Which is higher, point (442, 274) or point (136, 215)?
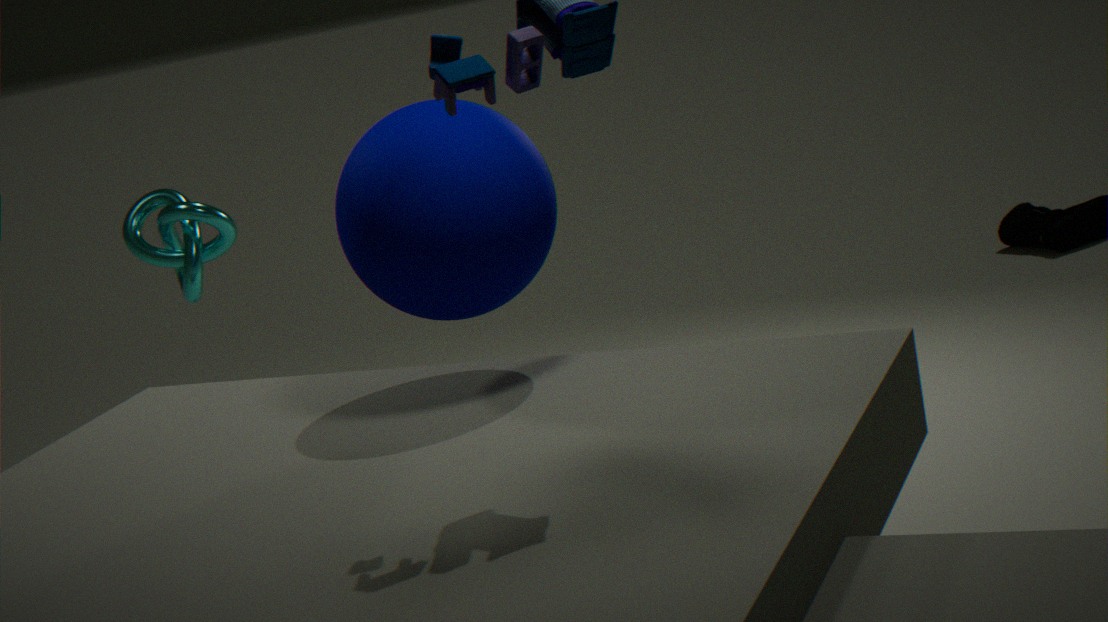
point (442, 274)
